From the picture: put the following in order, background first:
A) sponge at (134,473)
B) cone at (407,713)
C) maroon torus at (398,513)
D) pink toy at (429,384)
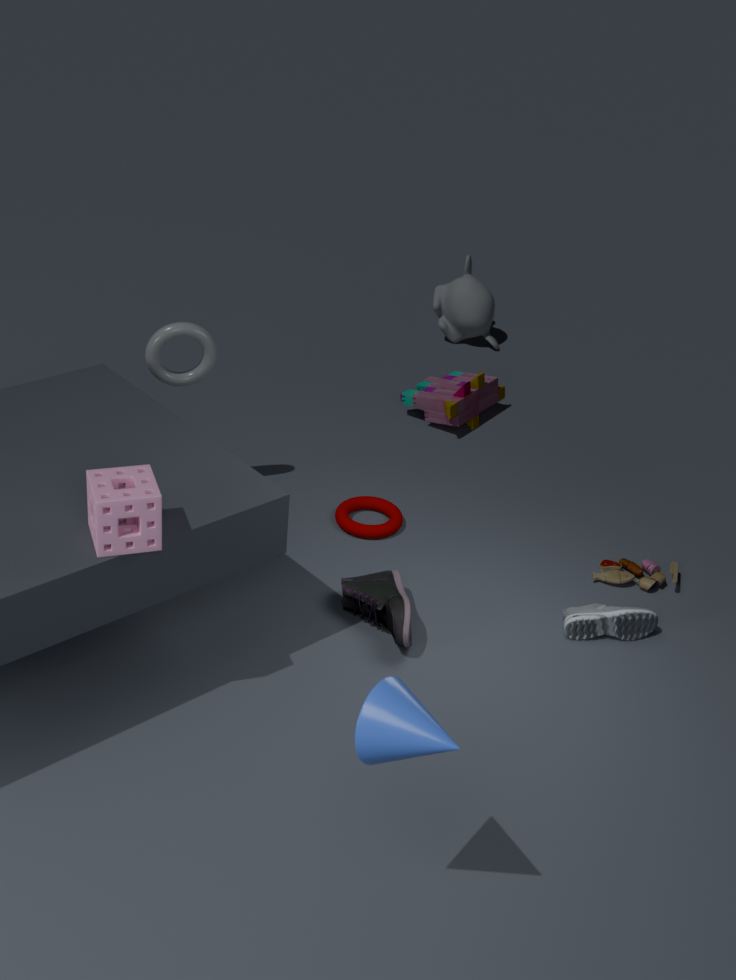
pink toy at (429,384)
maroon torus at (398,513)
sponge at (134,473)
cone at (407,713)
